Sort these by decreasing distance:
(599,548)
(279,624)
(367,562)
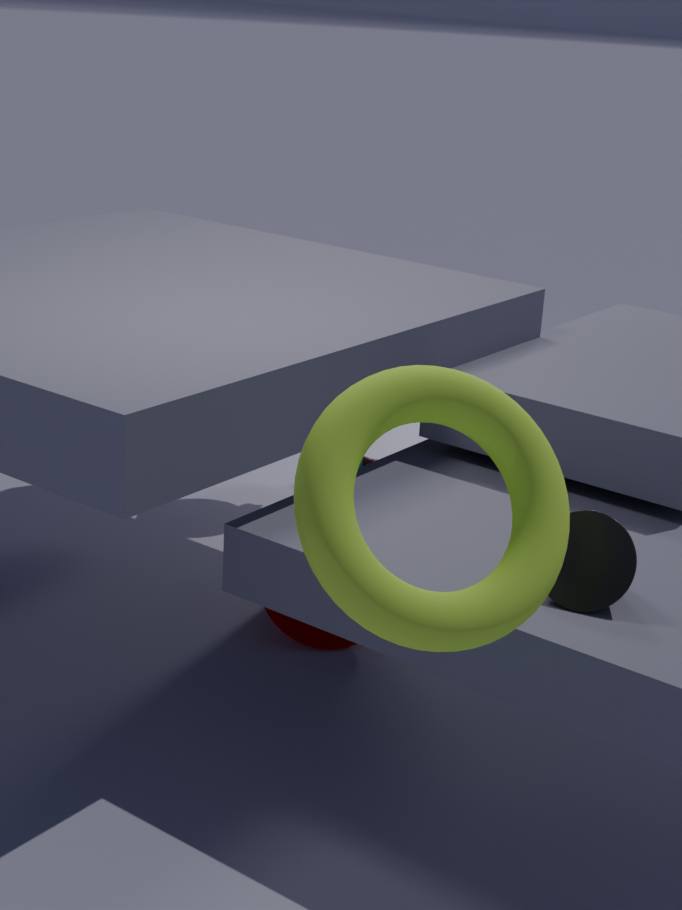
(279,624) → (599,548) → (367,562)
